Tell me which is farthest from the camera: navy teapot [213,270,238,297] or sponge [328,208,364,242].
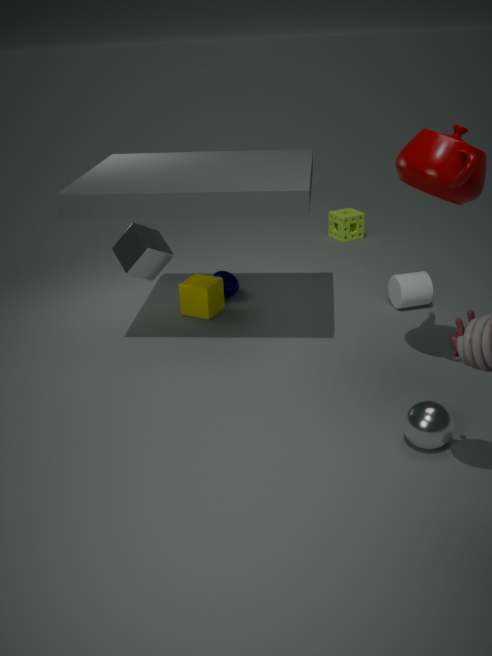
sponge [328,208,364,242]
